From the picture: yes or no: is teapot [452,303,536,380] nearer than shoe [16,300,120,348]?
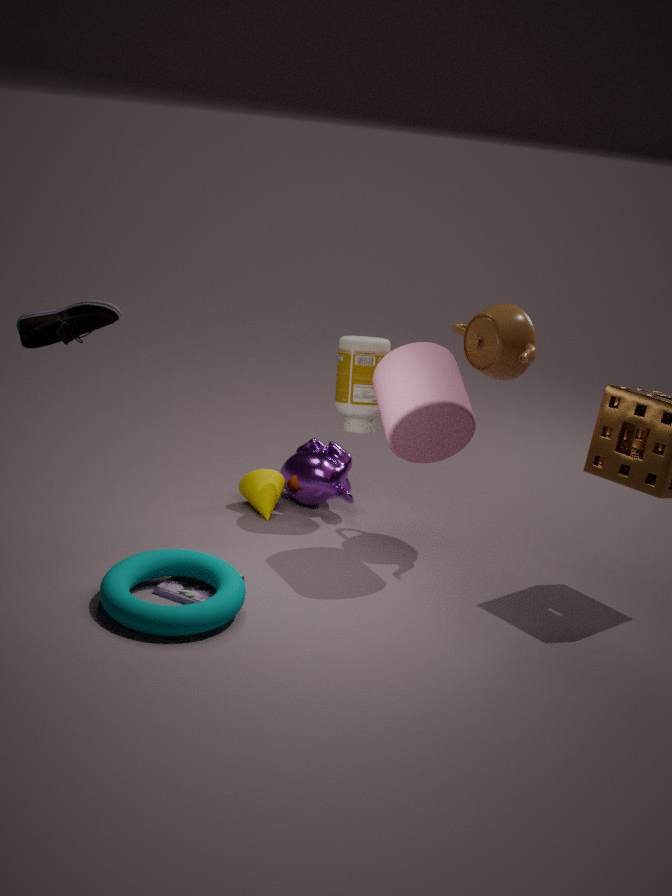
No
